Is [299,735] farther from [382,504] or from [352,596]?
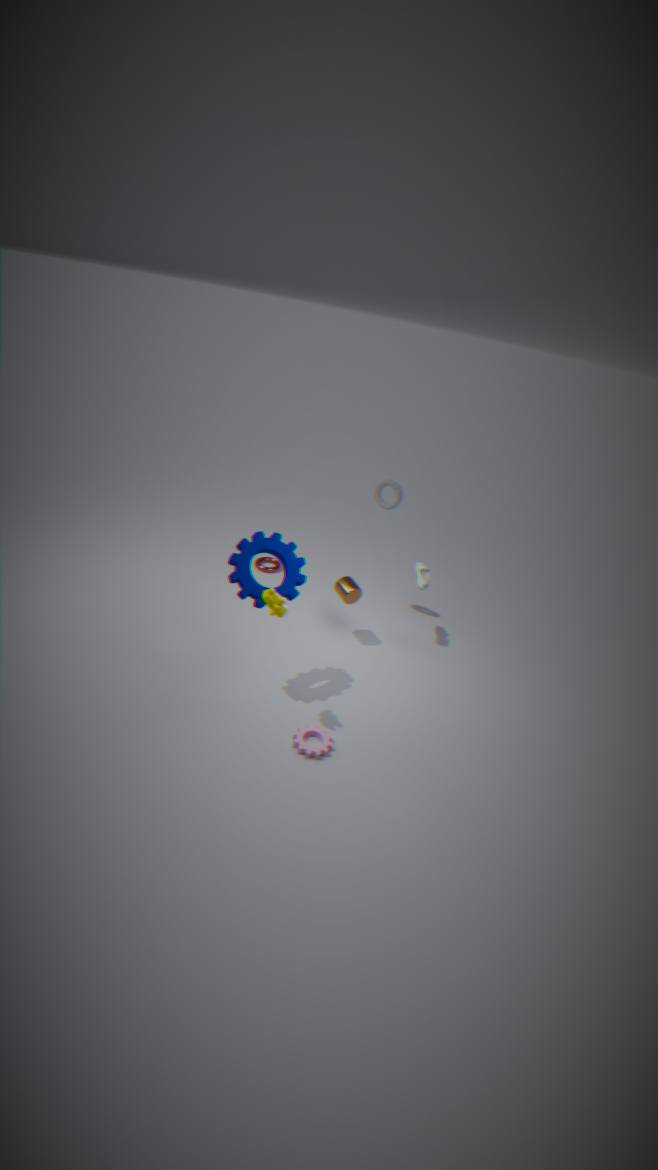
[382,504]
